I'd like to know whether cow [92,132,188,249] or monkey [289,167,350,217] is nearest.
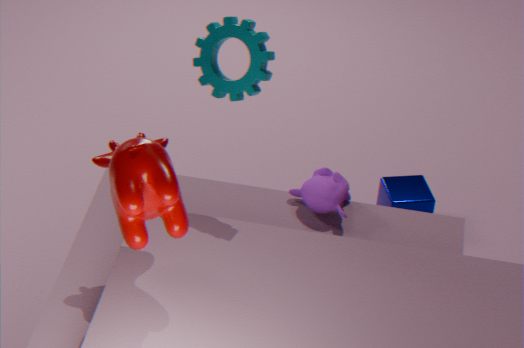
cow [92,132,188,249]
